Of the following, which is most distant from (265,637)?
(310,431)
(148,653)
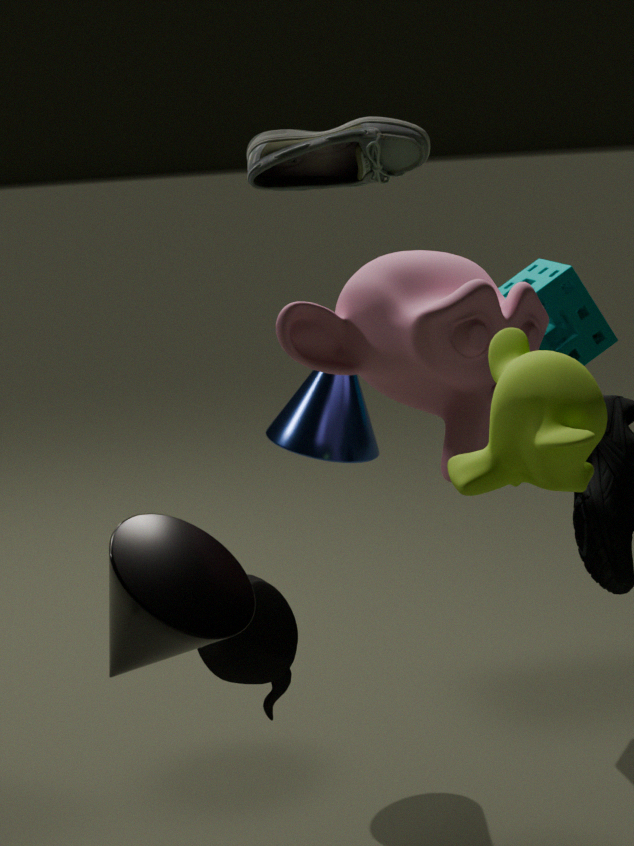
(310,431)
